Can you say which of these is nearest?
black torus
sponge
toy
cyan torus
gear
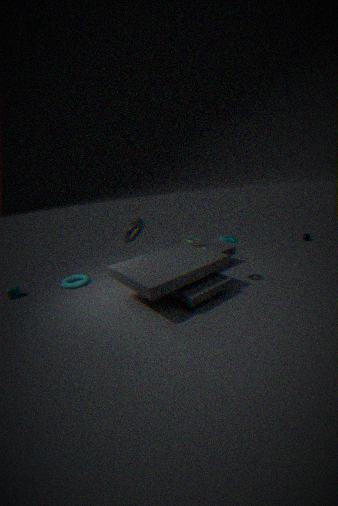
gear
